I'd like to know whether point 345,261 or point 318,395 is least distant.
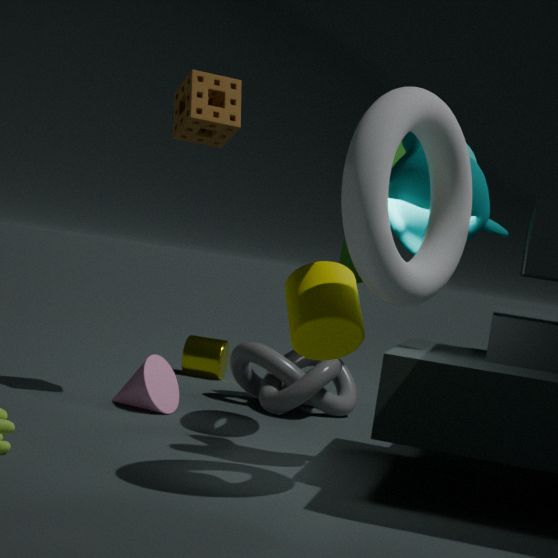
point 345,261
